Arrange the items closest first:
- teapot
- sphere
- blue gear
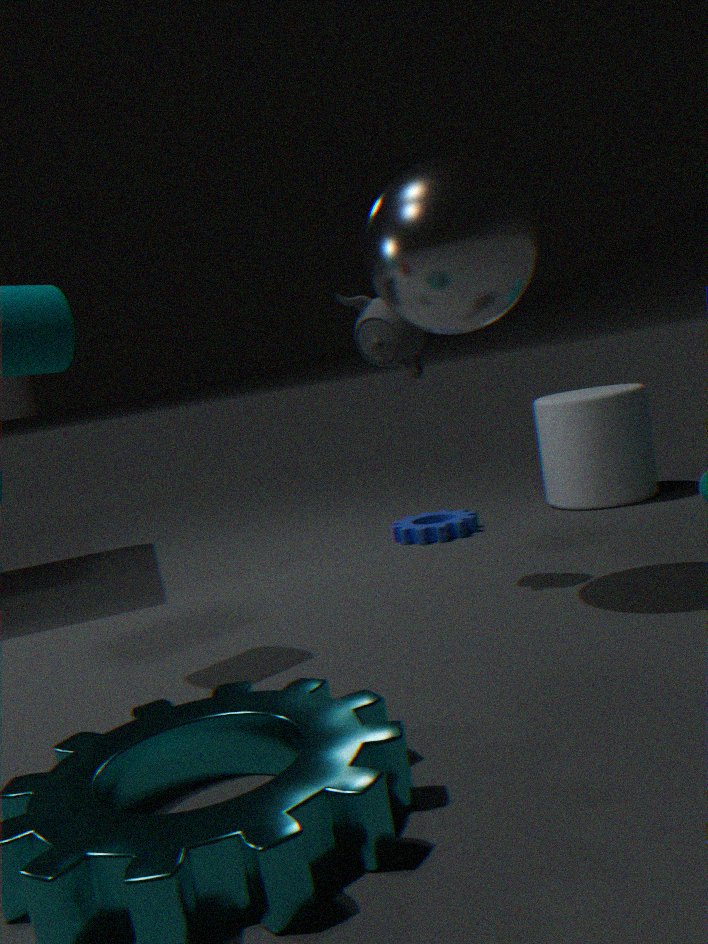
1. sphere
2. teapot
3. blue gear
